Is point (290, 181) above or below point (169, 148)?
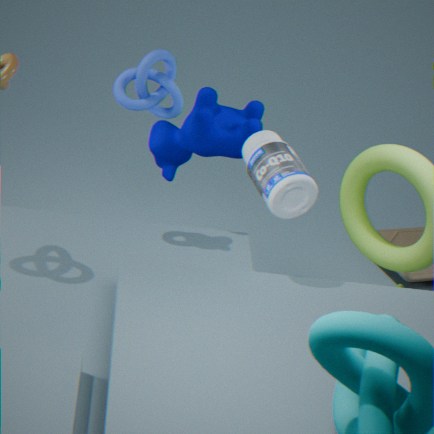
above
